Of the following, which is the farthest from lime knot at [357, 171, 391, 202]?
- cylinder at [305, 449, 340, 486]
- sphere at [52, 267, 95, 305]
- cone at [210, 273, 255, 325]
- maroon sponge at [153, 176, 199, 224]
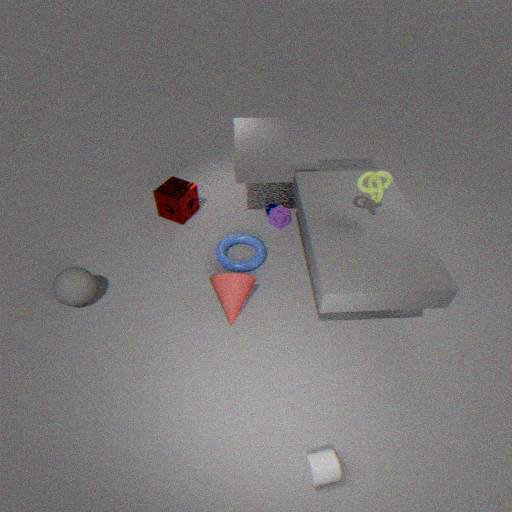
sphere at [52, 267, 95, 305]
